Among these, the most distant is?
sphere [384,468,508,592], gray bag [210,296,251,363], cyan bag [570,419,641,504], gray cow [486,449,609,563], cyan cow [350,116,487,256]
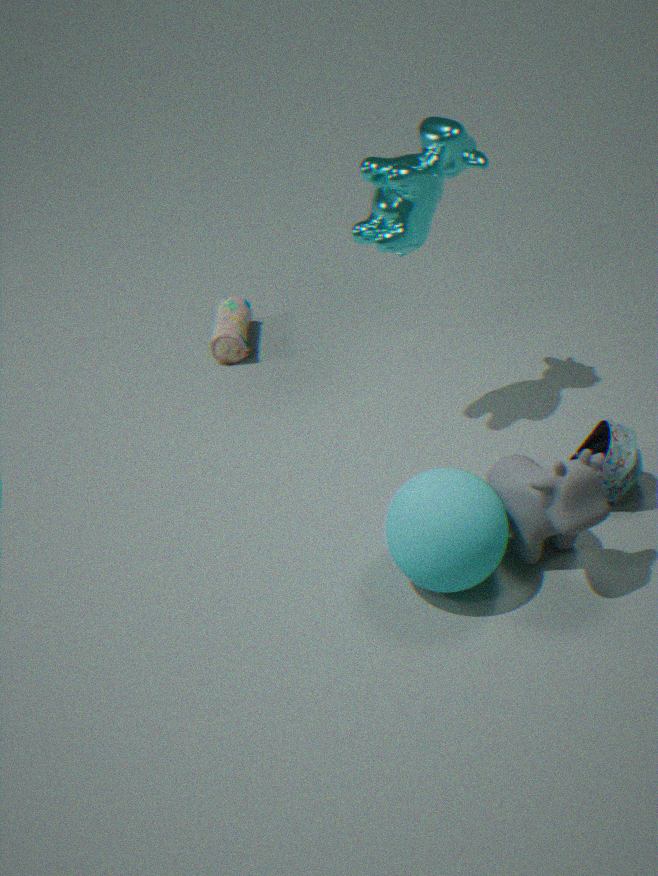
gray bag [210,296,251,363]
